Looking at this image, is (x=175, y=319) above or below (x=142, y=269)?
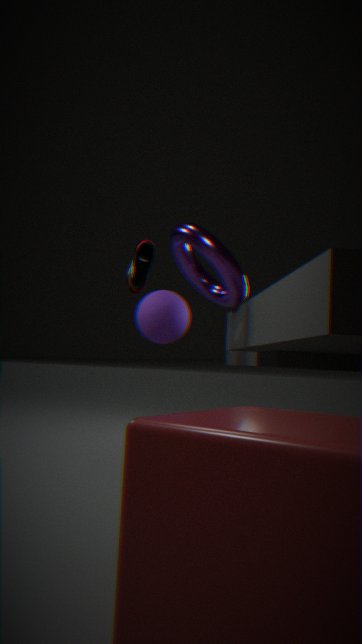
below
